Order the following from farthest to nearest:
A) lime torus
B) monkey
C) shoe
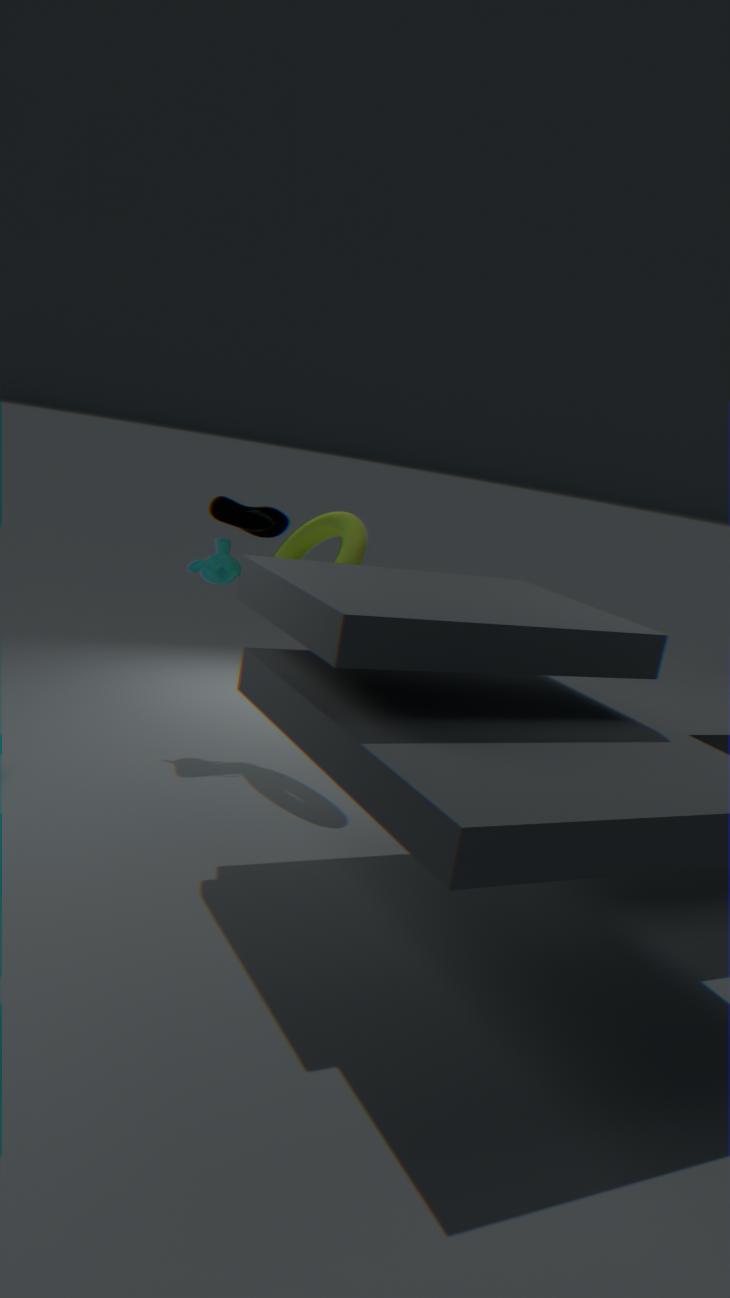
shoe → monkey → lime torus
